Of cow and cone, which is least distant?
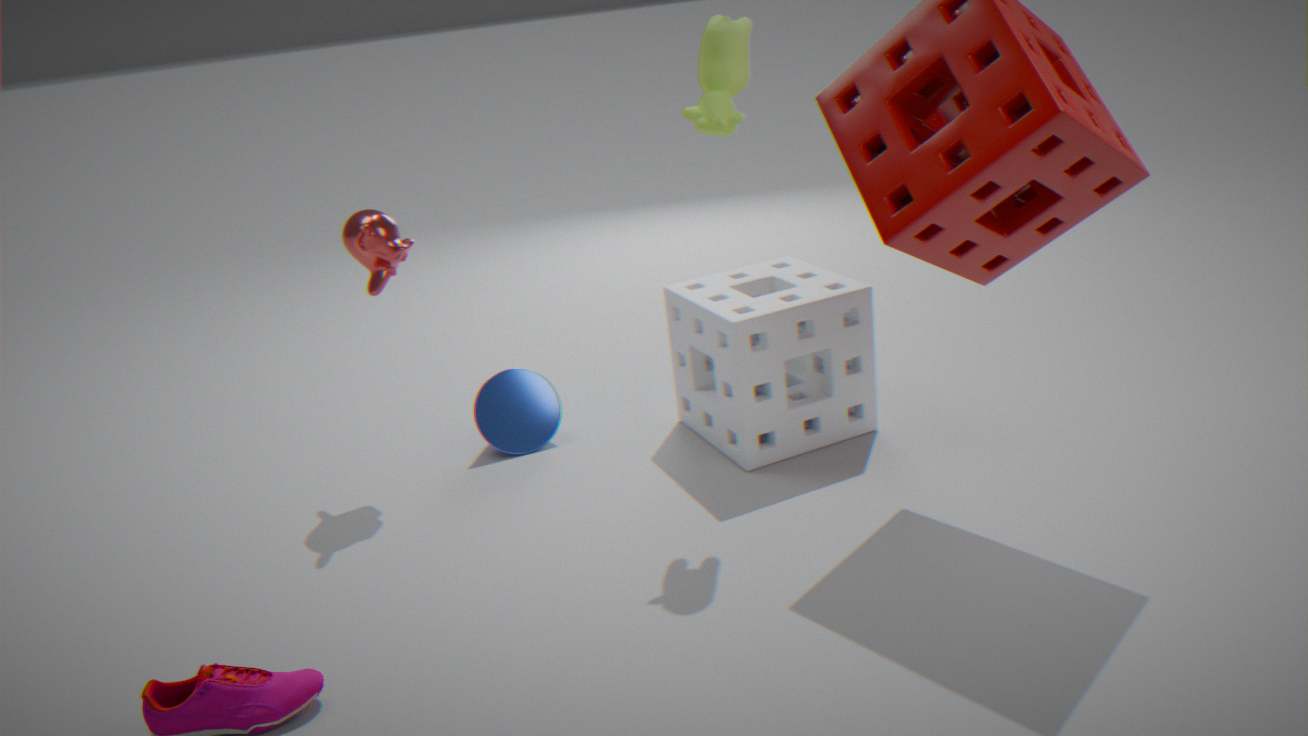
cow
